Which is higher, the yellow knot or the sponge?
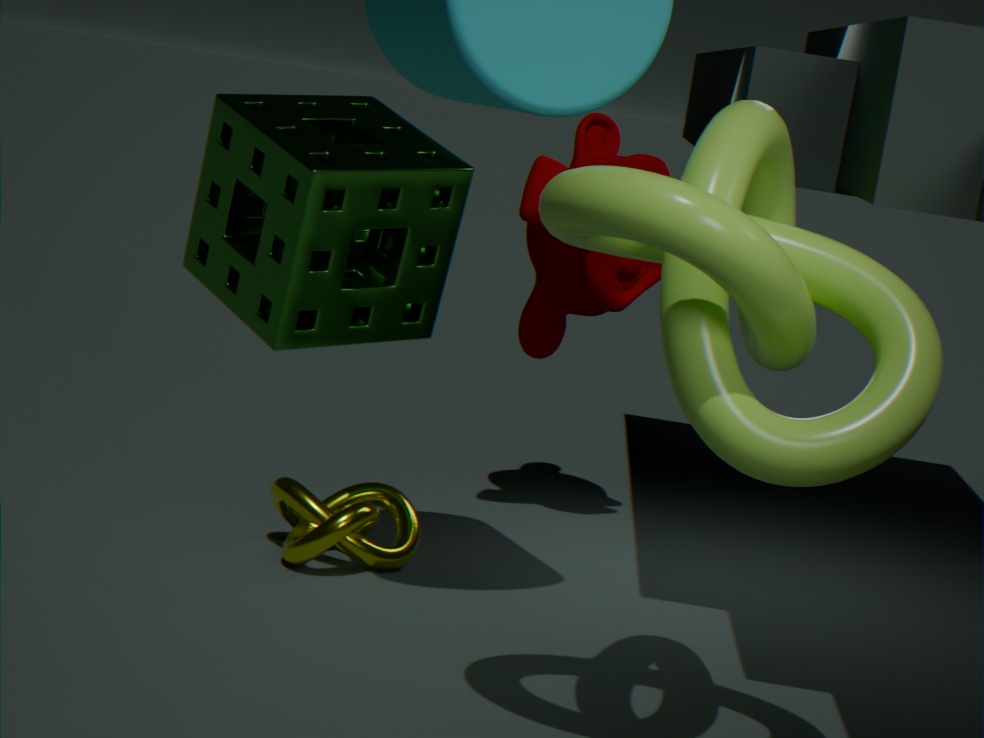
the sponge
